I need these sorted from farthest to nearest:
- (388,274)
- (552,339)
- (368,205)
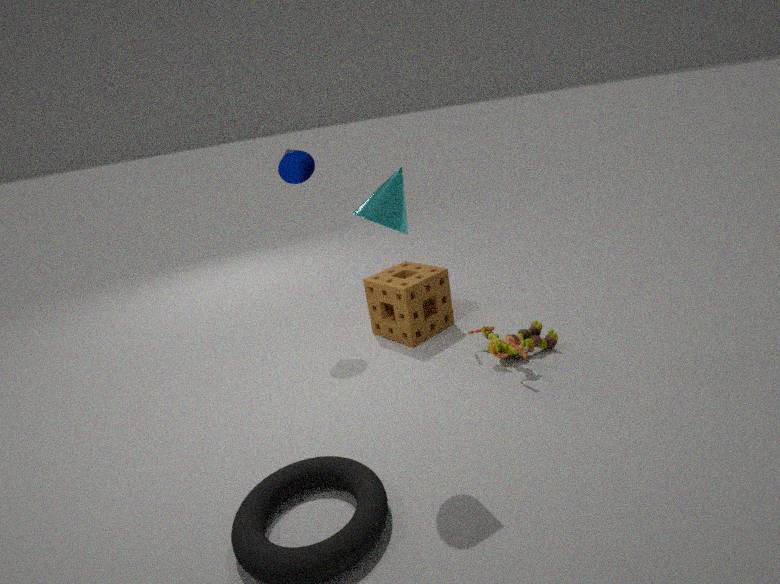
(388,274)
(552,339)
(368,205)
